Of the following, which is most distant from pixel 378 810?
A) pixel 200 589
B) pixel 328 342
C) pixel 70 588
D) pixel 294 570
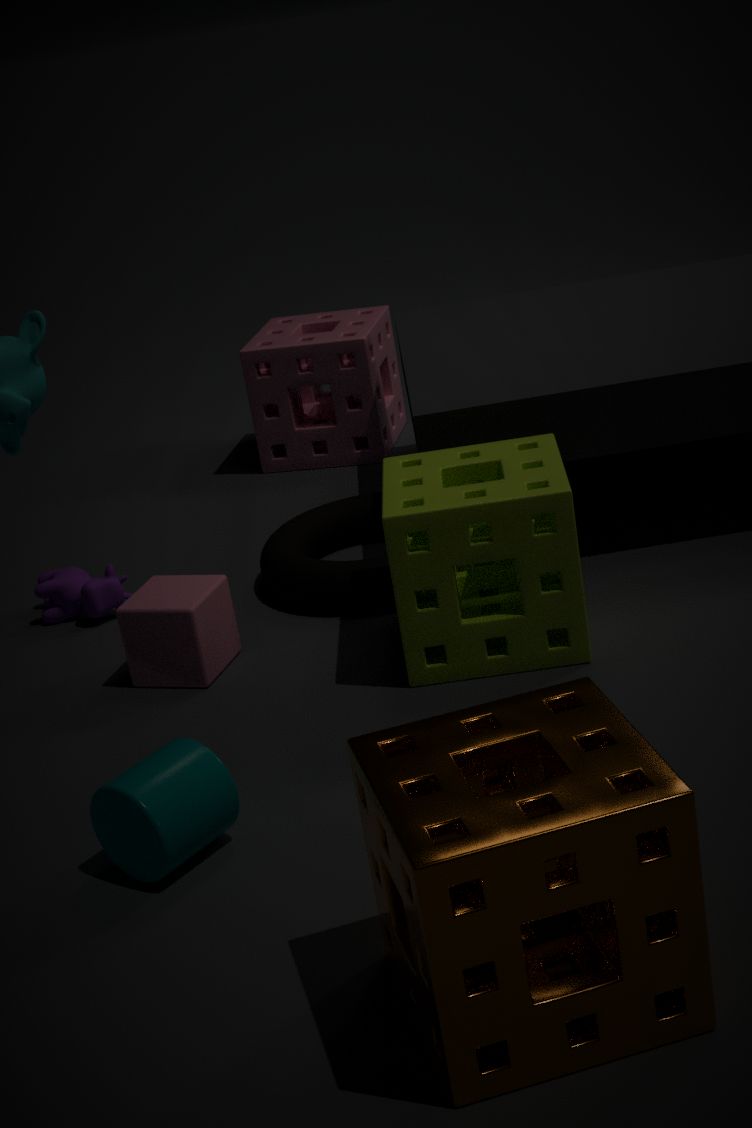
pixel 328 342
